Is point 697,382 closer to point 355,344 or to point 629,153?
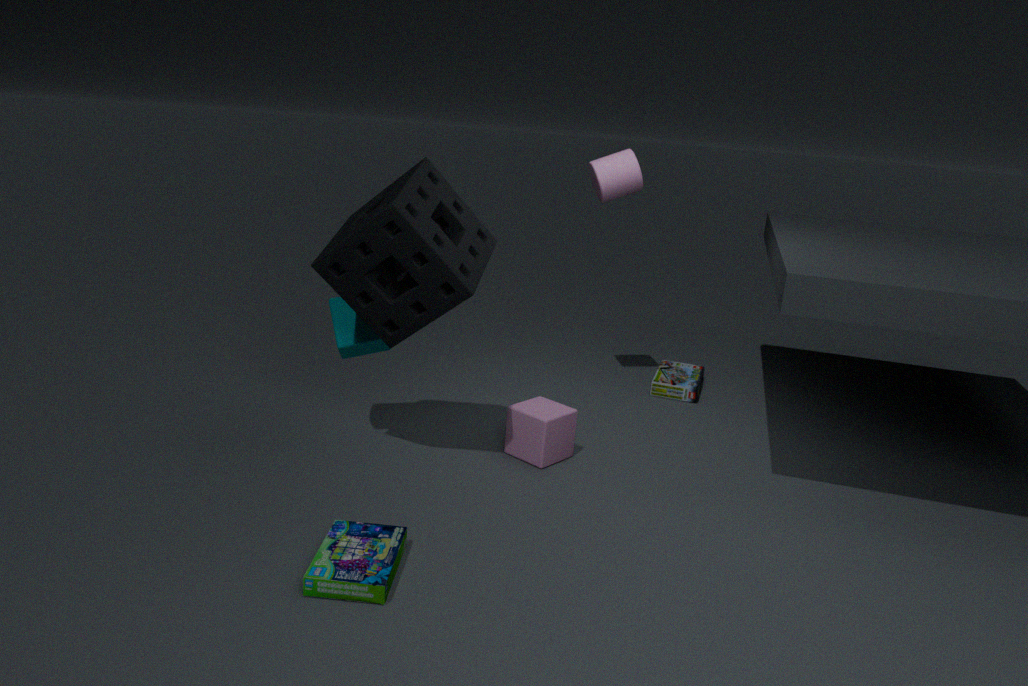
point 629,153
